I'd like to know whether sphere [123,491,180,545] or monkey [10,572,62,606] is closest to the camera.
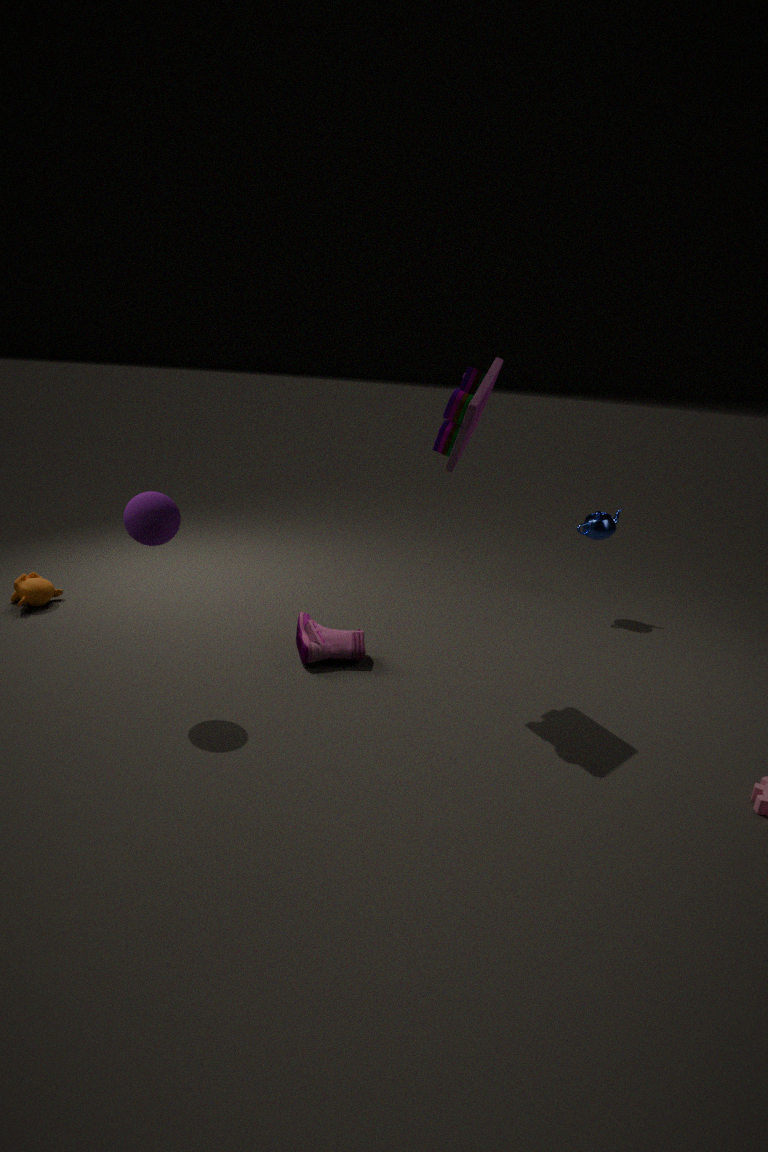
sphere [123,491,180,545]
